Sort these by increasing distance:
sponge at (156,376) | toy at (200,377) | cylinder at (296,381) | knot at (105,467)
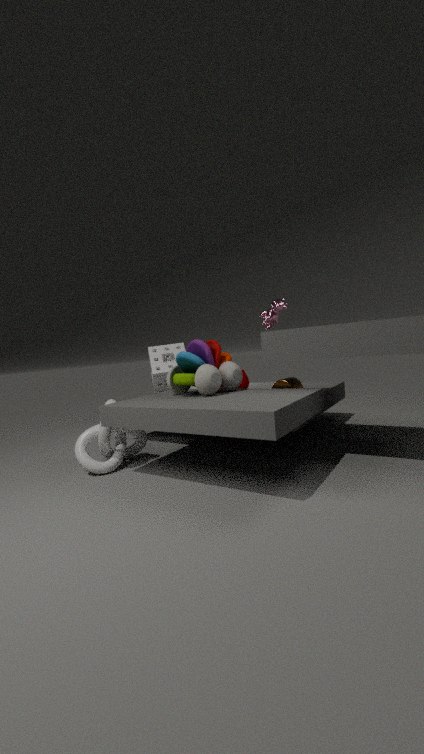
toy at (200,377), knot at (105,467), cylinder at (296,381), sponge at (156,376)
